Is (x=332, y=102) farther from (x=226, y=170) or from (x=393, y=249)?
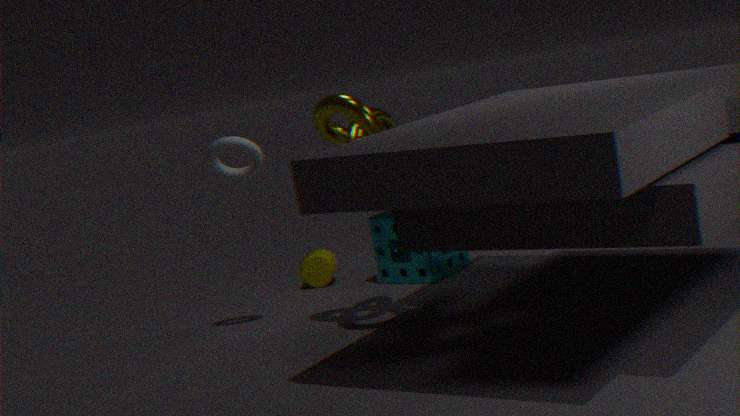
(x=393, y=249)
